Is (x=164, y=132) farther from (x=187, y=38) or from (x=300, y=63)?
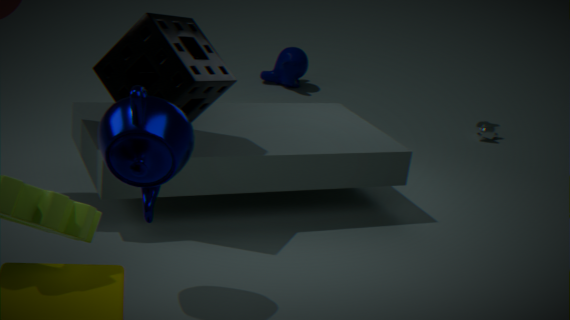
(x=300, y=63)
